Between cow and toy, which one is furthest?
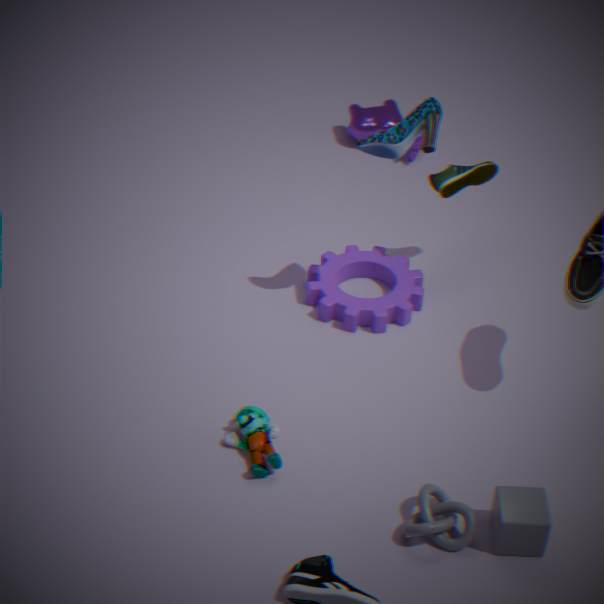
cow
